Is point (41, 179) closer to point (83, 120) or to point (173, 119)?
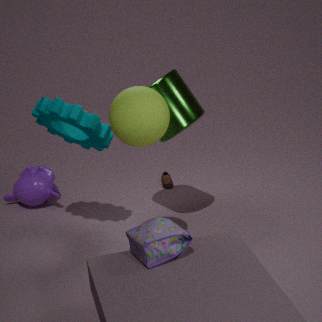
point (83, 120)
